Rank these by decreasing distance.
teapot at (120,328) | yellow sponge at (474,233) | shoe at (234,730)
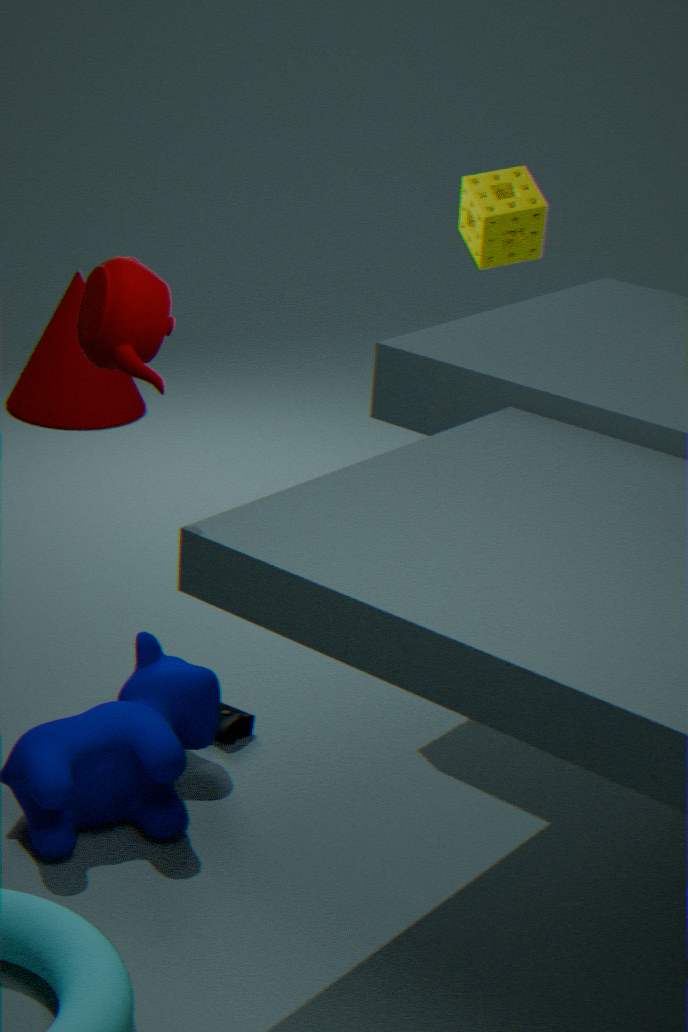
yellow sponge at (474,233) → shoe at (234,730) → teapot at (120,328)
